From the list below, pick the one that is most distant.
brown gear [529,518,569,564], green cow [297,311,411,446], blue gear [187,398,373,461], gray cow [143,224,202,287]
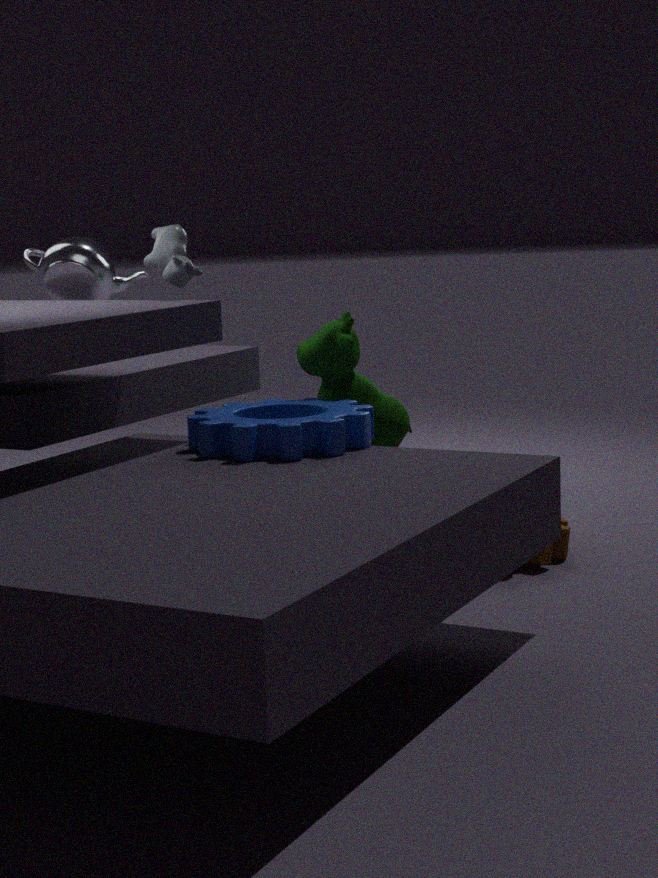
brown gear [529,518,569,564]
